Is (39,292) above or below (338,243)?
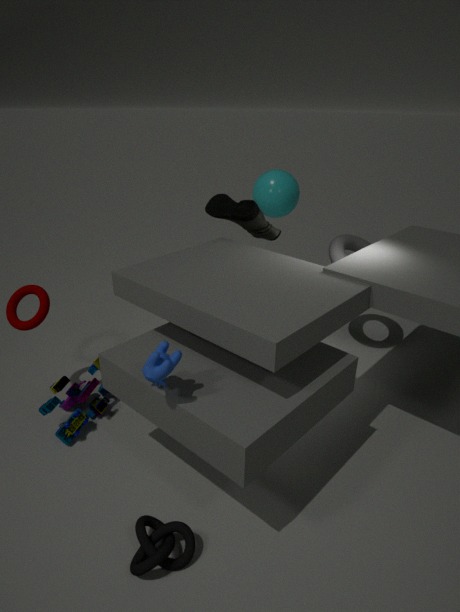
→ below
